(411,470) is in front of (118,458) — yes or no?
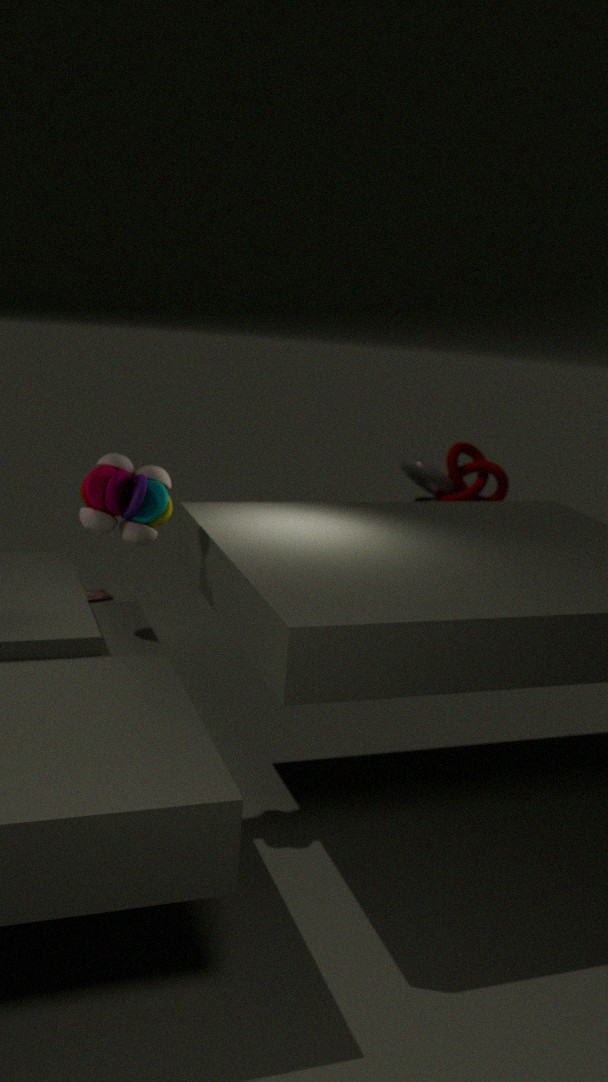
No
